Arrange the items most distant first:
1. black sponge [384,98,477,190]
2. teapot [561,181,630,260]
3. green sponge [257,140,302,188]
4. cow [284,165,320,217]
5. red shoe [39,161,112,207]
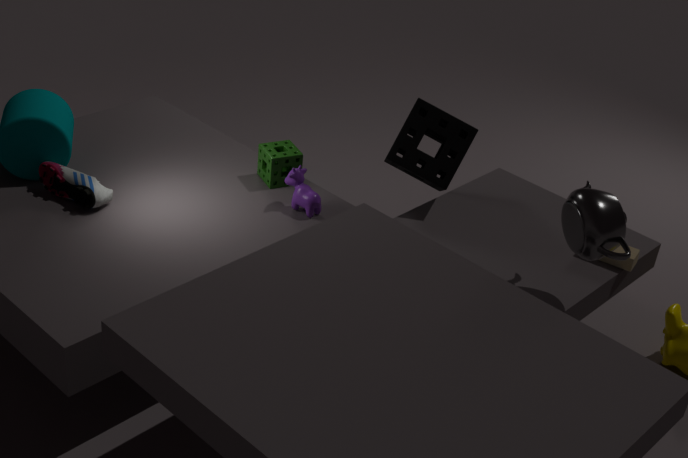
black sponge [384,98,477,190], green sponge [257,140,302,188], cow [284,165,320,217], red shoe [39,161,112,207], teapot [561,181,630,260]
